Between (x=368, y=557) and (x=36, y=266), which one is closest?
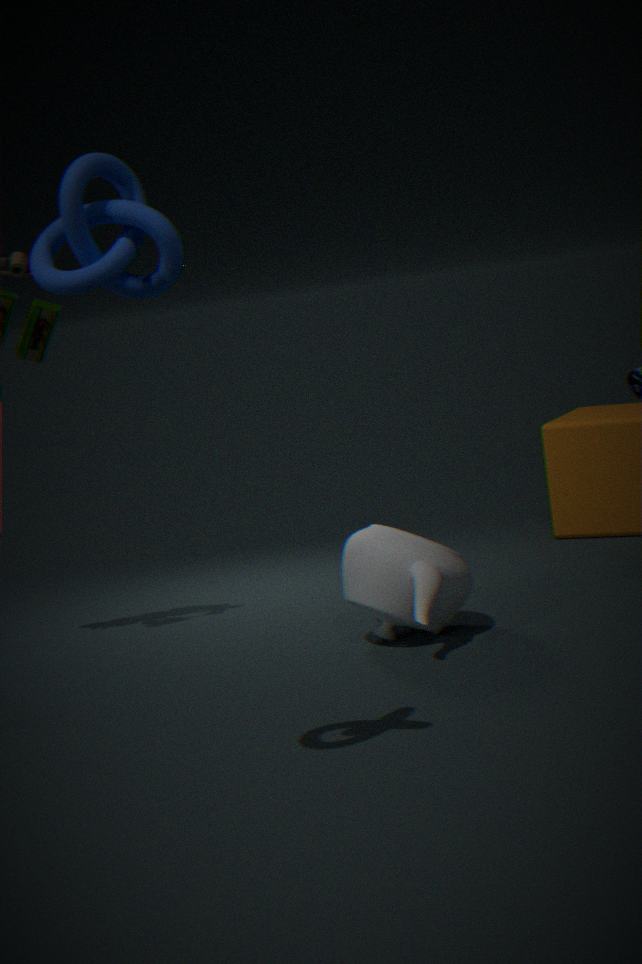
(x=36, y=266)
